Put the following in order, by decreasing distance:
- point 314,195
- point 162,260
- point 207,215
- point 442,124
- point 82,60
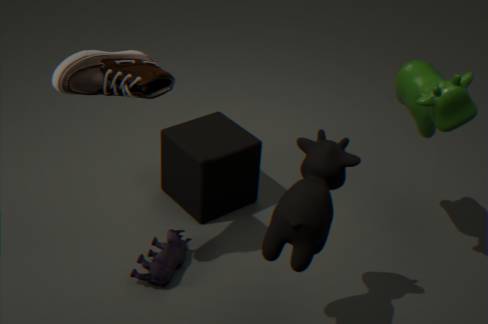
point 207,215 < point 162,260 < point 442,124 < point 82,60 < point 314,195
